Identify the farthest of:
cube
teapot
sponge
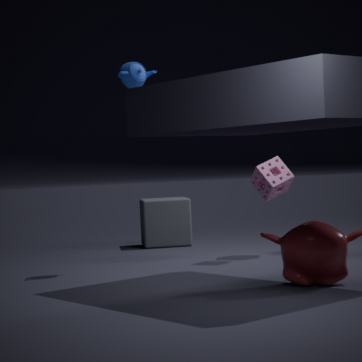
cube
